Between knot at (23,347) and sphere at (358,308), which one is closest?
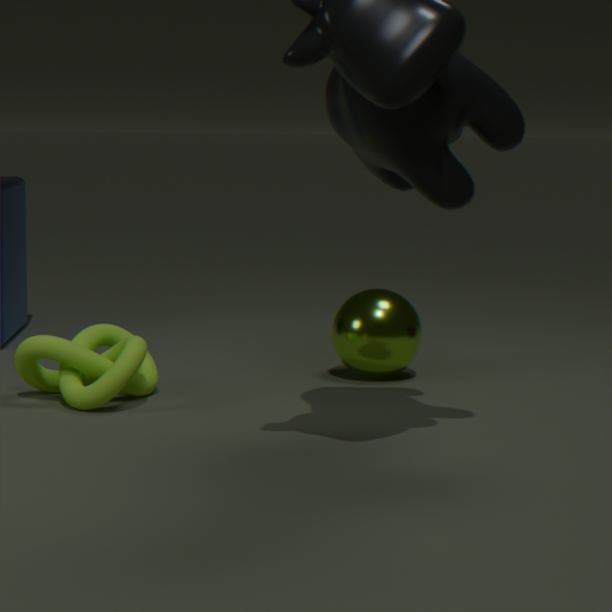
knot at (23,347)
